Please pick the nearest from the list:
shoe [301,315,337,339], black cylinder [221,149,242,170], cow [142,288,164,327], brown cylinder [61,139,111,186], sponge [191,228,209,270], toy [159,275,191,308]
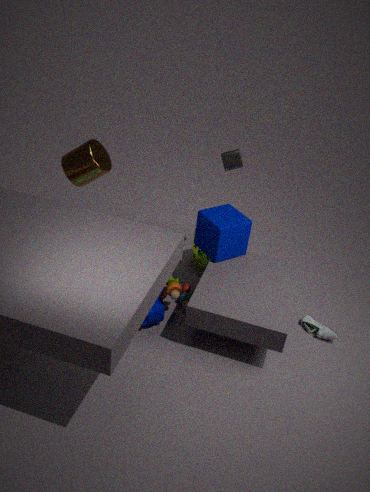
cow [142,288,164,327]
